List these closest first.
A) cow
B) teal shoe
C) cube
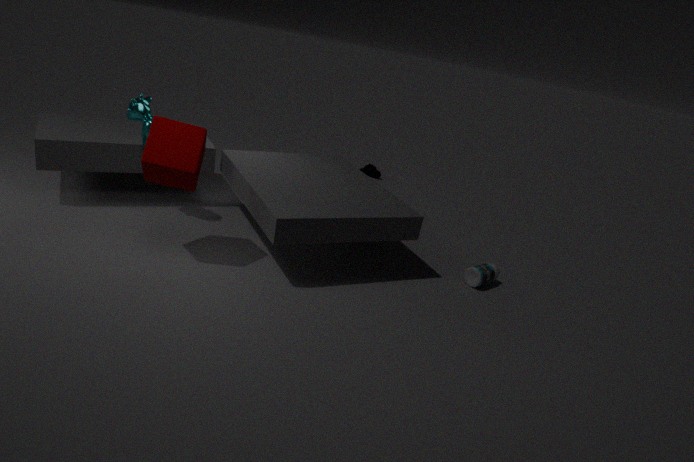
cube < cow < teal shoe
